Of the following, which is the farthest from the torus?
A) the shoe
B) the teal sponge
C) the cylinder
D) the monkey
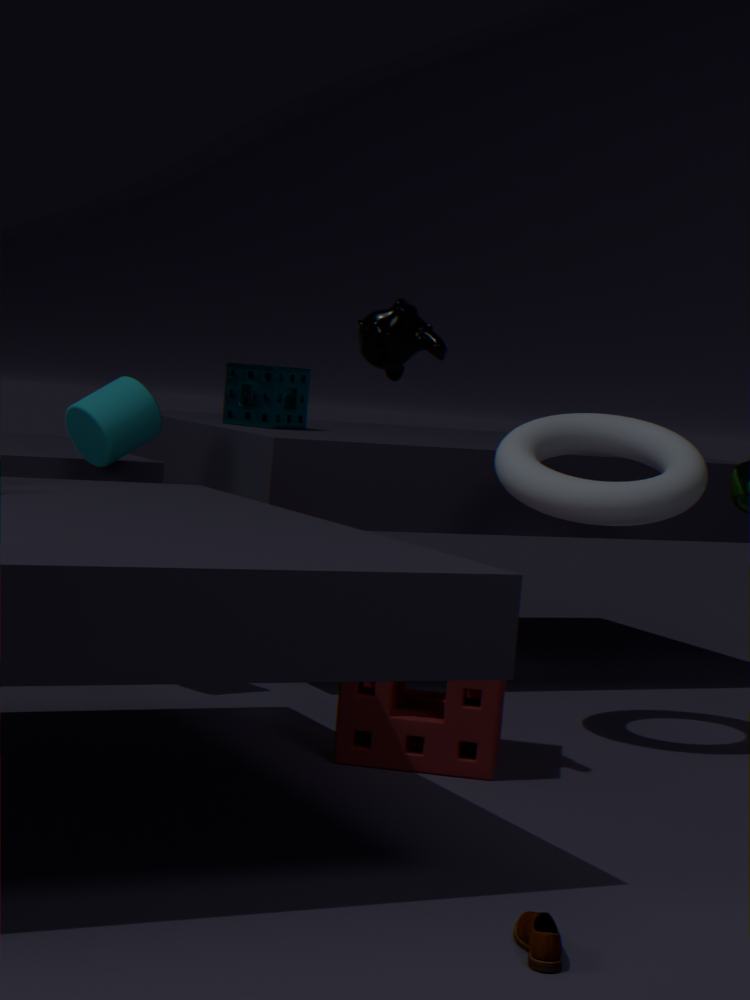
the shoe
